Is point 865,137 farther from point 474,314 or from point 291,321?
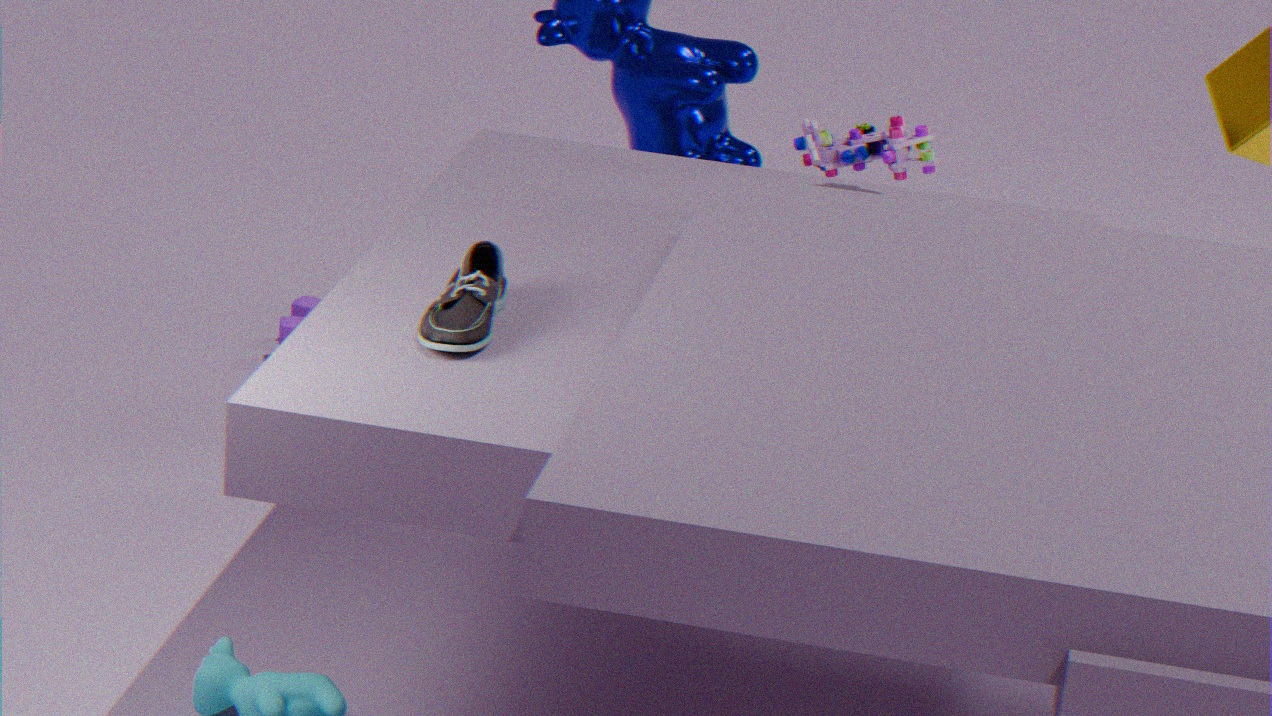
point 291,321
